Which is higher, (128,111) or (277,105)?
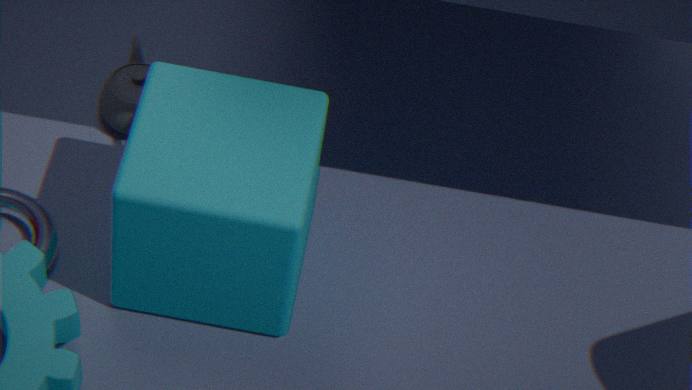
(277,105)
